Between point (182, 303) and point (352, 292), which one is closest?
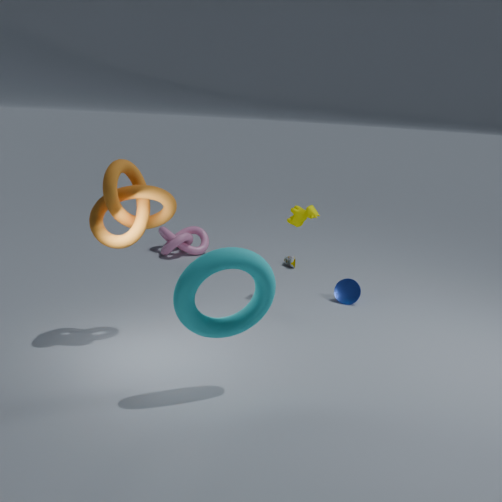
point (182, 303)
